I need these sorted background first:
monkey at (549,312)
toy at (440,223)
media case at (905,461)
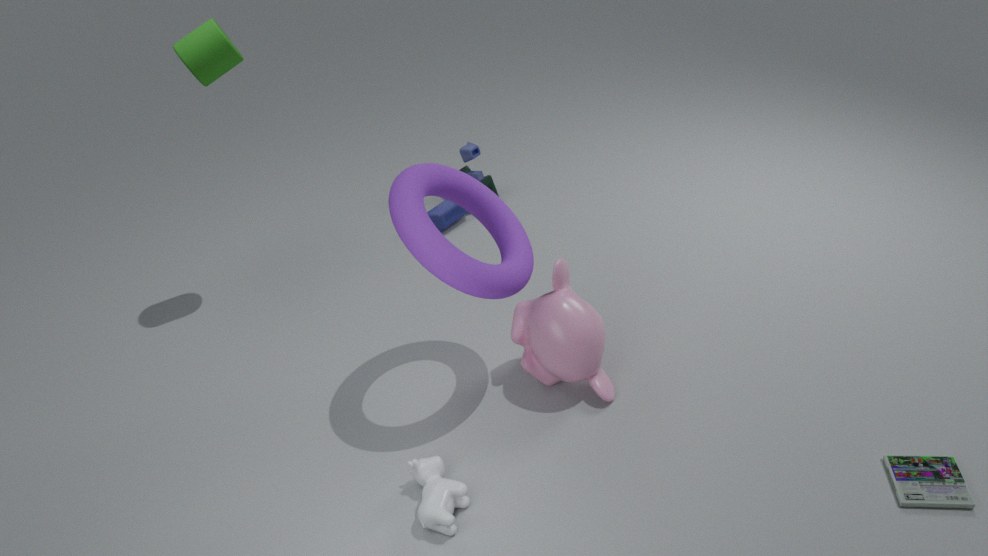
toy at (440,223), monkey at (549,312), media case at (905,461)
